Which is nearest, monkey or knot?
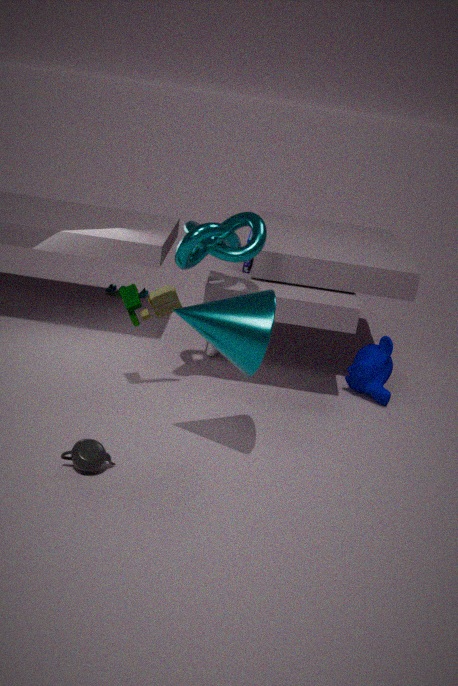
knot
